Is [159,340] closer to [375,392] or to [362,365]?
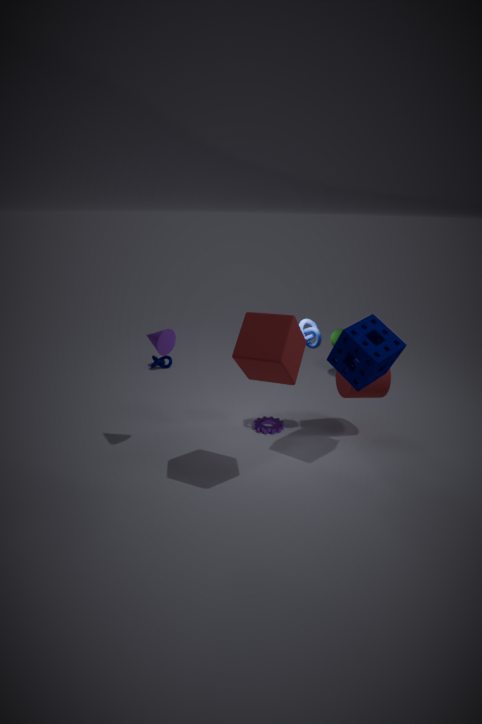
[362,365]
